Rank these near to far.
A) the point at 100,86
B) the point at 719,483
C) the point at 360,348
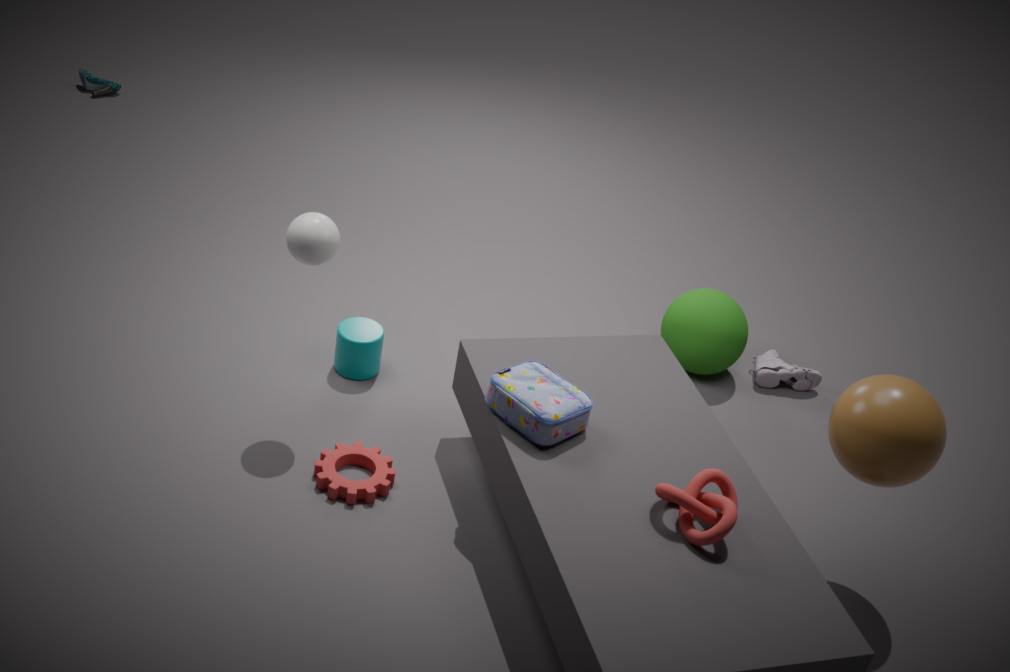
the point at 719,483, the point at 360,348, the point at 100,86
